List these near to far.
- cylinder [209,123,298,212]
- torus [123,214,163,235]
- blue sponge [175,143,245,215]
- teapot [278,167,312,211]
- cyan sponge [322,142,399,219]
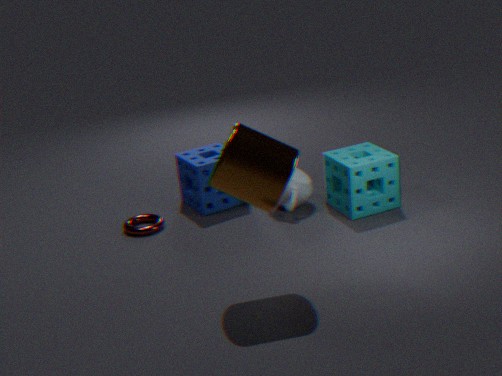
cylinder [209,123,298,212] → cyan sponge [322,142,399,219] → torus [123,214,163,235] → teapot [278,167,312,211] → blue sponge [175,143,245,215]
